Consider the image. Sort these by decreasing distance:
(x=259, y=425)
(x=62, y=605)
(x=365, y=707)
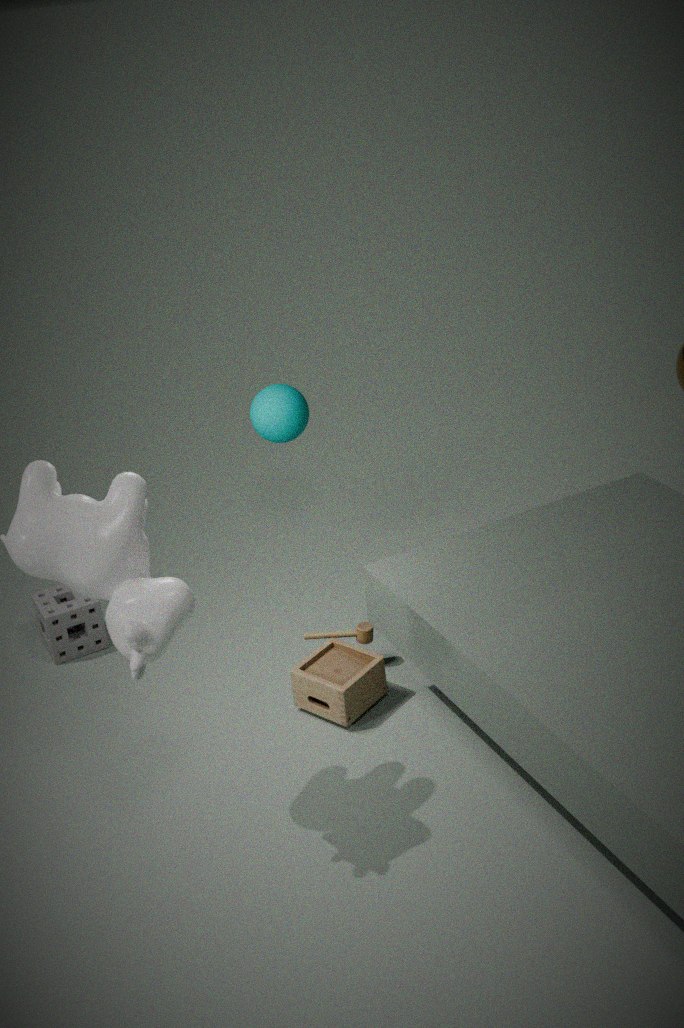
1. (x=62, y=605)
2. (x=259, y=425)
3. (x=365, y=707)
